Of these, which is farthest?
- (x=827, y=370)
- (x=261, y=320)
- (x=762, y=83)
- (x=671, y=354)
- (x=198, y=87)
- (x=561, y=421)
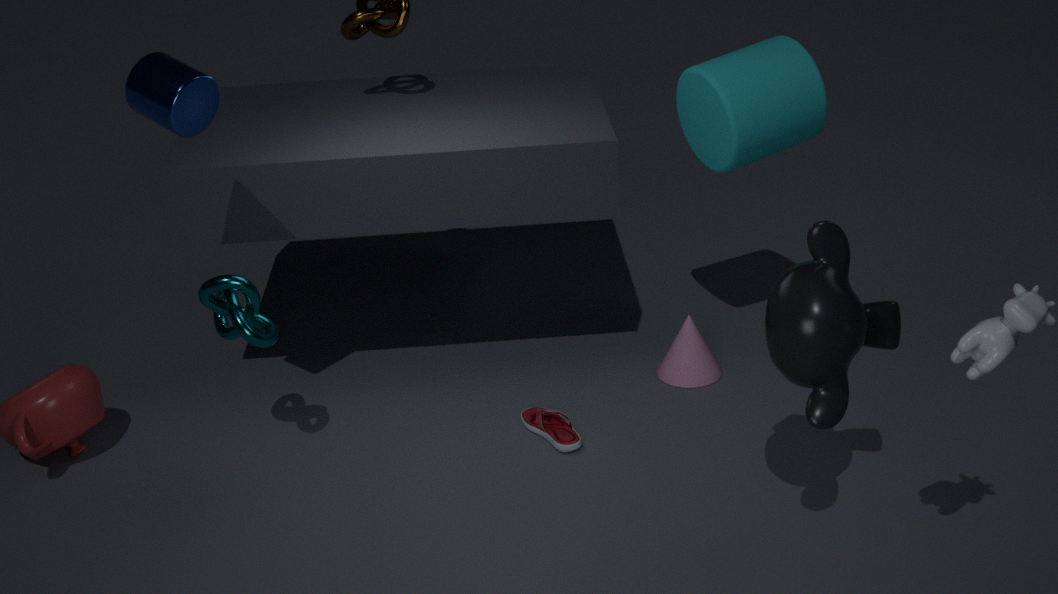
(x=671, y=354)
